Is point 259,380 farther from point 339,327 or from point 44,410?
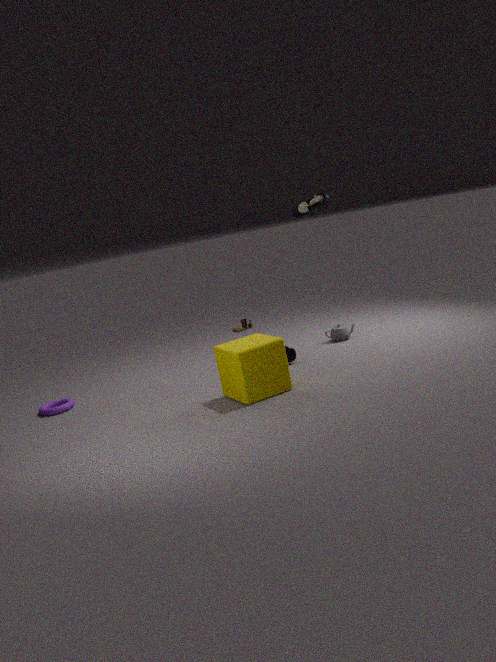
point 44,410
